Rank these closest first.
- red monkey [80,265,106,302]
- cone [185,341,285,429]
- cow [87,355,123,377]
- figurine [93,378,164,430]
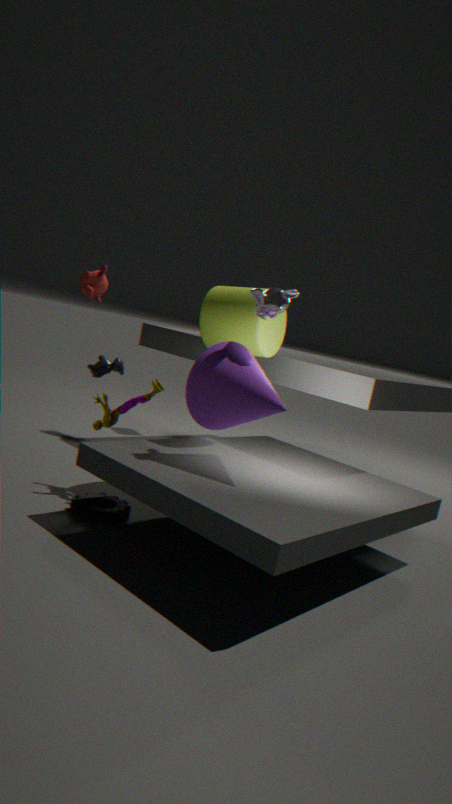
1. cone [185,341,285,429]
2. figurine [93,378,164,430]
3. red monkey [80,265,106,302]
4. cow [87,355,123,377]
